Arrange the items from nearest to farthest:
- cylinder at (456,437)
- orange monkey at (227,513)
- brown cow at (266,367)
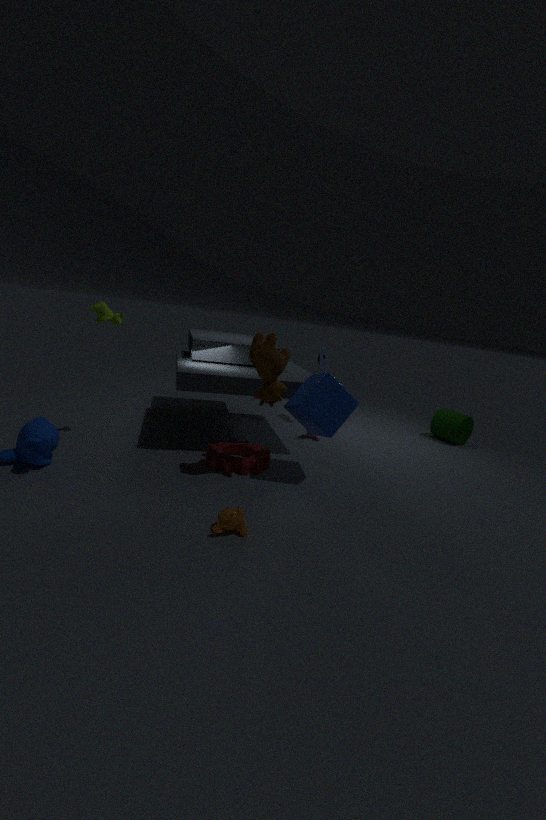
orange monkey at (227,513), brown cow at (266,367), cylinder at (456,437)
